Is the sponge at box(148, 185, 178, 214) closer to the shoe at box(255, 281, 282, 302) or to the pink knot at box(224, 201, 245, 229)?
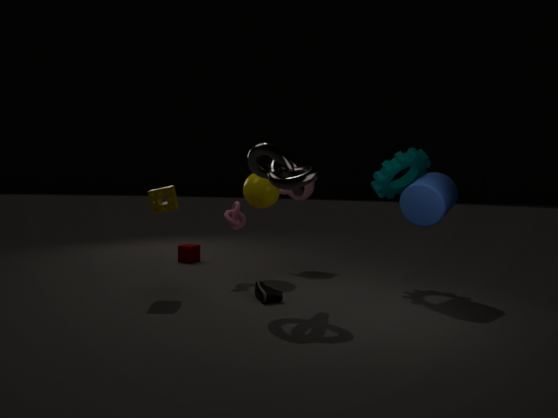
the pink knot at box(224, 201, 245, 229)
